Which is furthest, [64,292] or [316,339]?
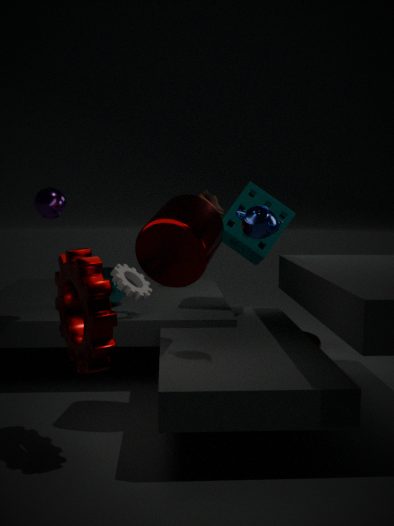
[316,339]
